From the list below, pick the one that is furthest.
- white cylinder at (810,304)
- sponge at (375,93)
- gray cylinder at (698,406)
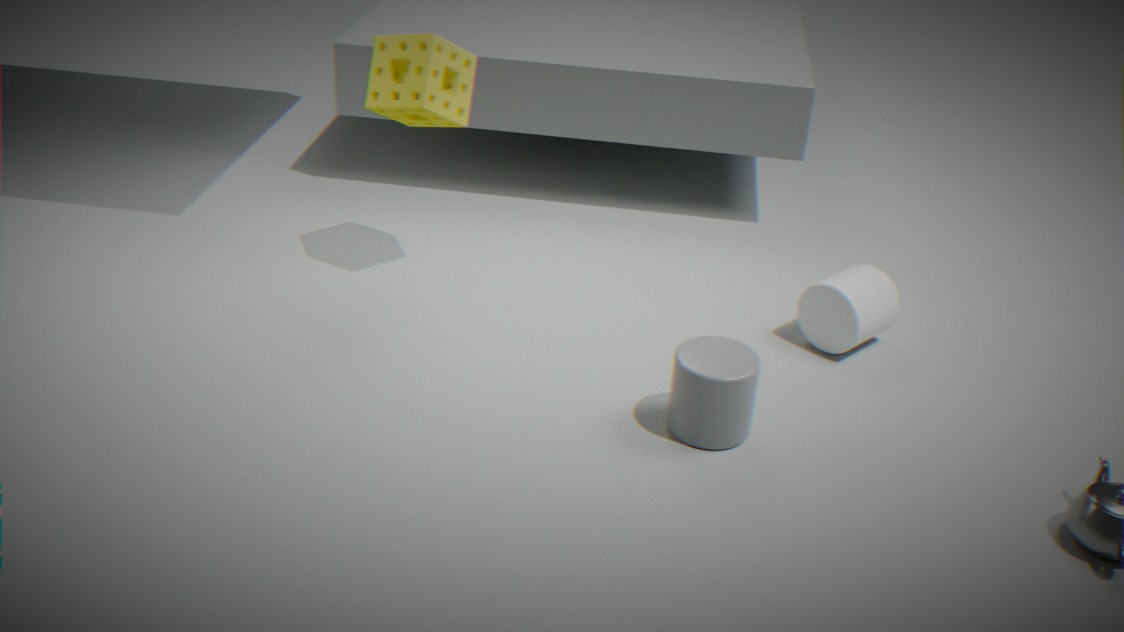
white cylinder at (810,304)
